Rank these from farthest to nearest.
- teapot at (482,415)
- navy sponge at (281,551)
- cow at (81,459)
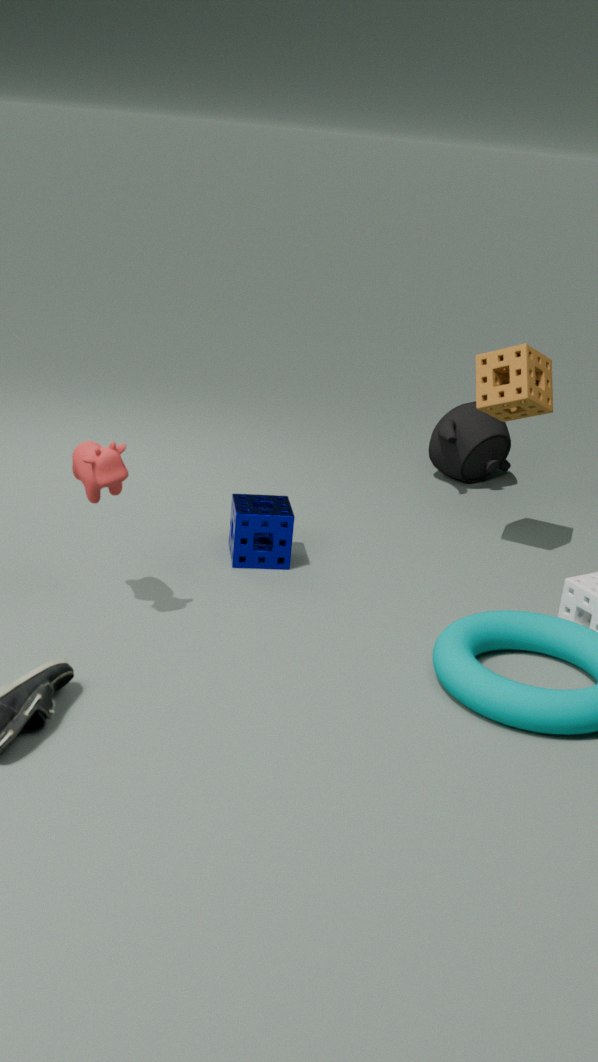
1. teapot at (482,415)
2. navy sponge at (281,551)
3. cow at (81,459)
